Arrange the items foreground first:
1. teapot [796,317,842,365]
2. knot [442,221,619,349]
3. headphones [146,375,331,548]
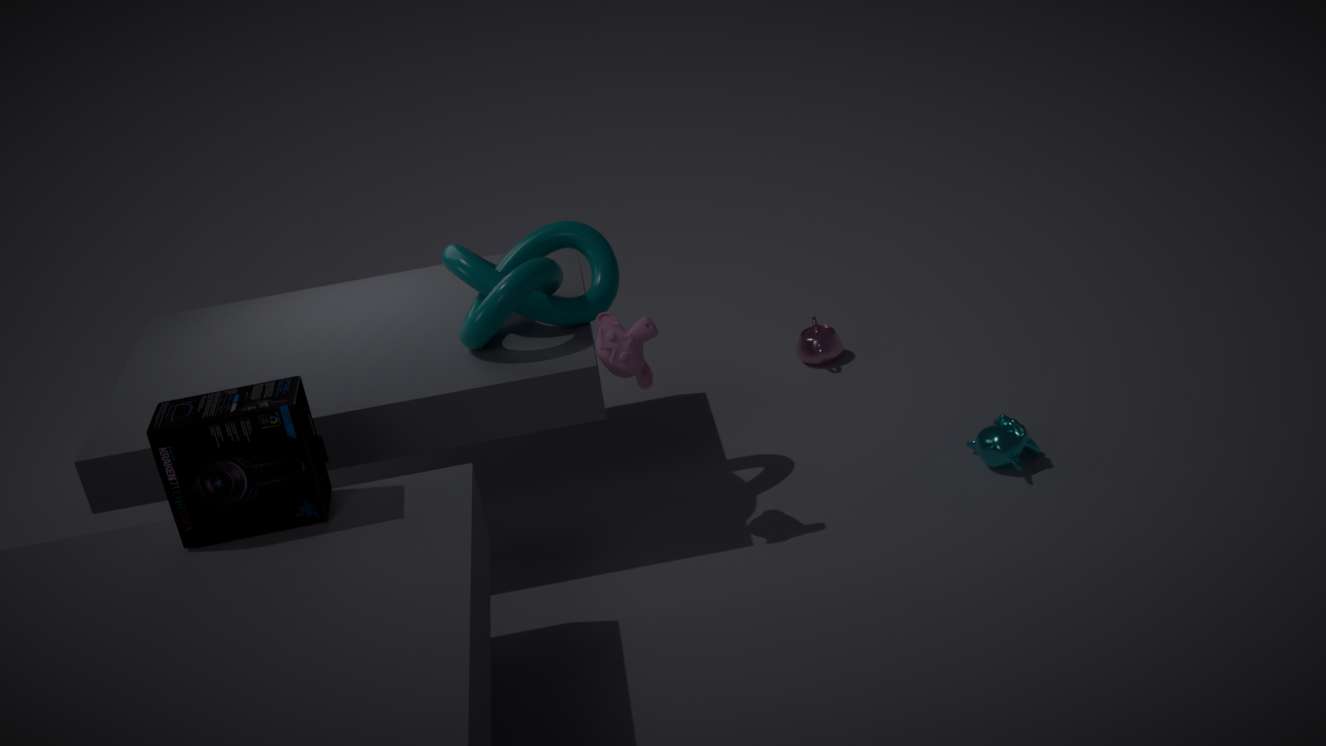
headphones [146,375,331,548], knot [442,221,619,349], teapot [796,317,842,365]
